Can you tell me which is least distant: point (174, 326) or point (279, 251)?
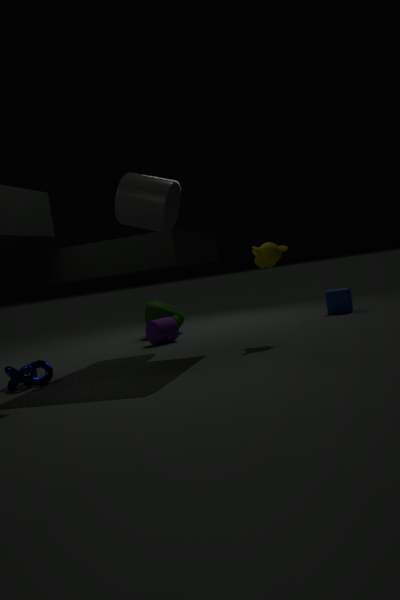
point (279, 251)
